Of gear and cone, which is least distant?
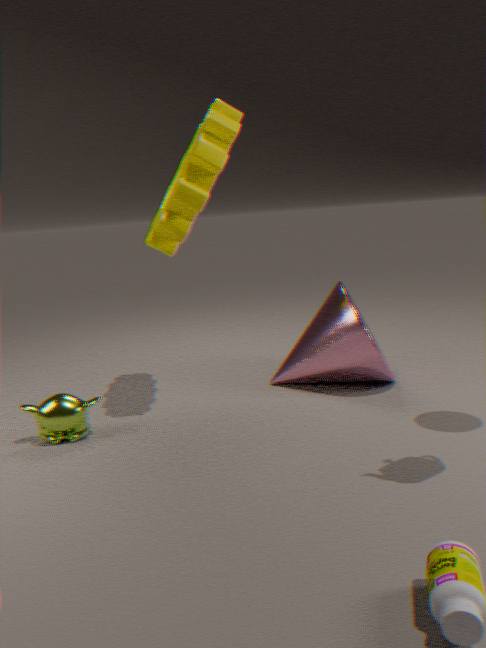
gear
